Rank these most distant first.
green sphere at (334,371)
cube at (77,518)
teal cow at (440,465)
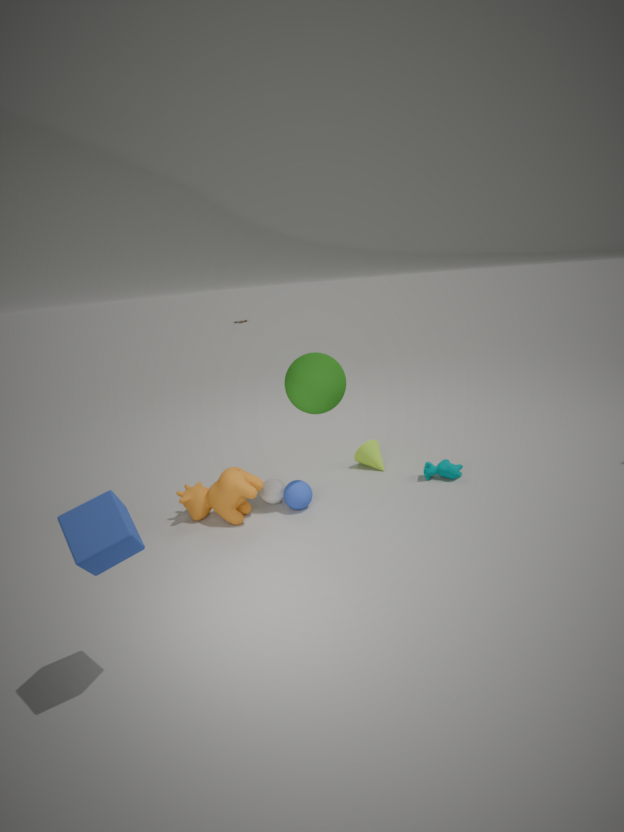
teal cow at (440,465), green sphere at (334,371), cube at (77,518)
